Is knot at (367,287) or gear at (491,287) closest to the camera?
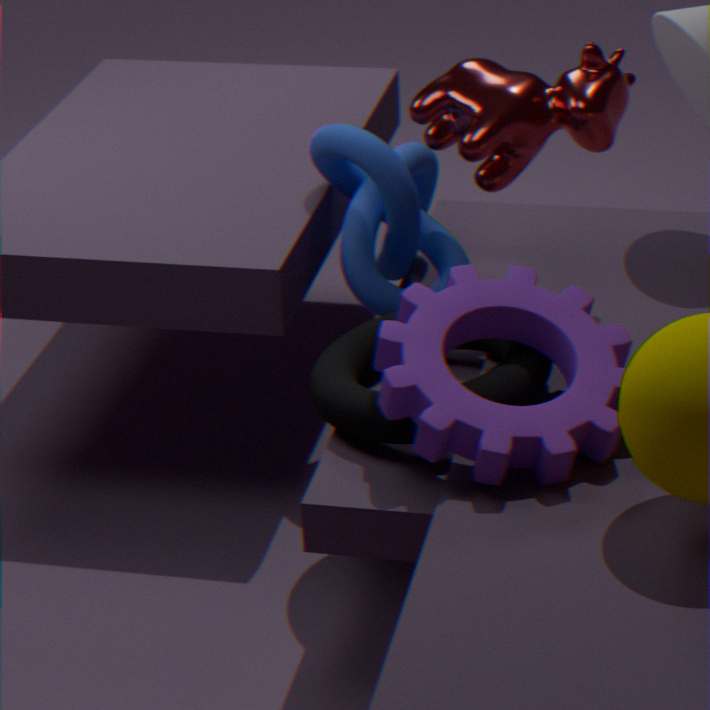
gear at (491,287)
